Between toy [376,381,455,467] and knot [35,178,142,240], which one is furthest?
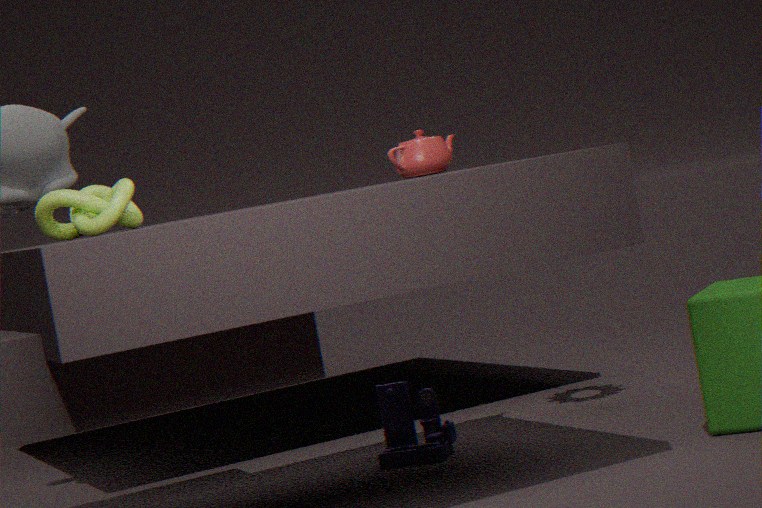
toy [376,381,455,467]
